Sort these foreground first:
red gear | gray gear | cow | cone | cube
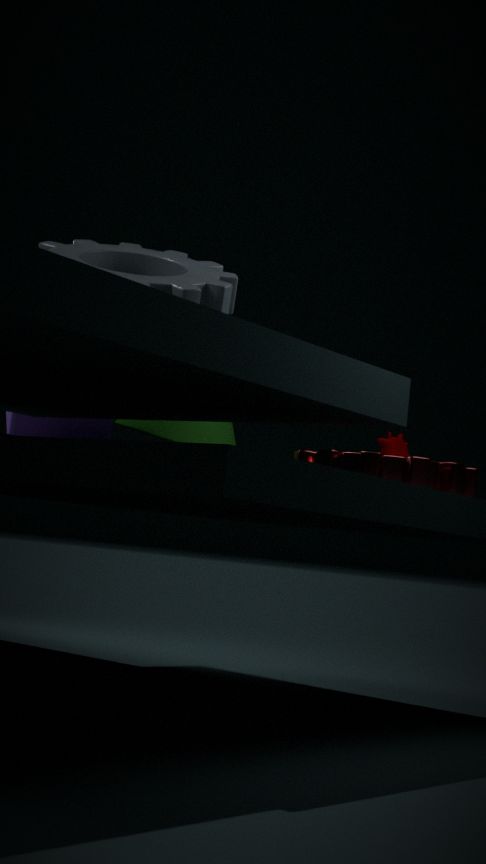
gray gear → red gear → cow → cone → cube
